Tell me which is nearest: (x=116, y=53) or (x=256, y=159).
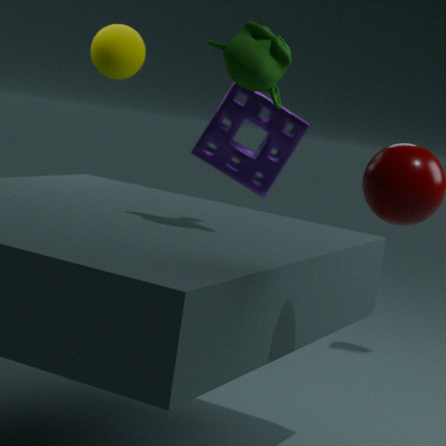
(x=116, y=53)
